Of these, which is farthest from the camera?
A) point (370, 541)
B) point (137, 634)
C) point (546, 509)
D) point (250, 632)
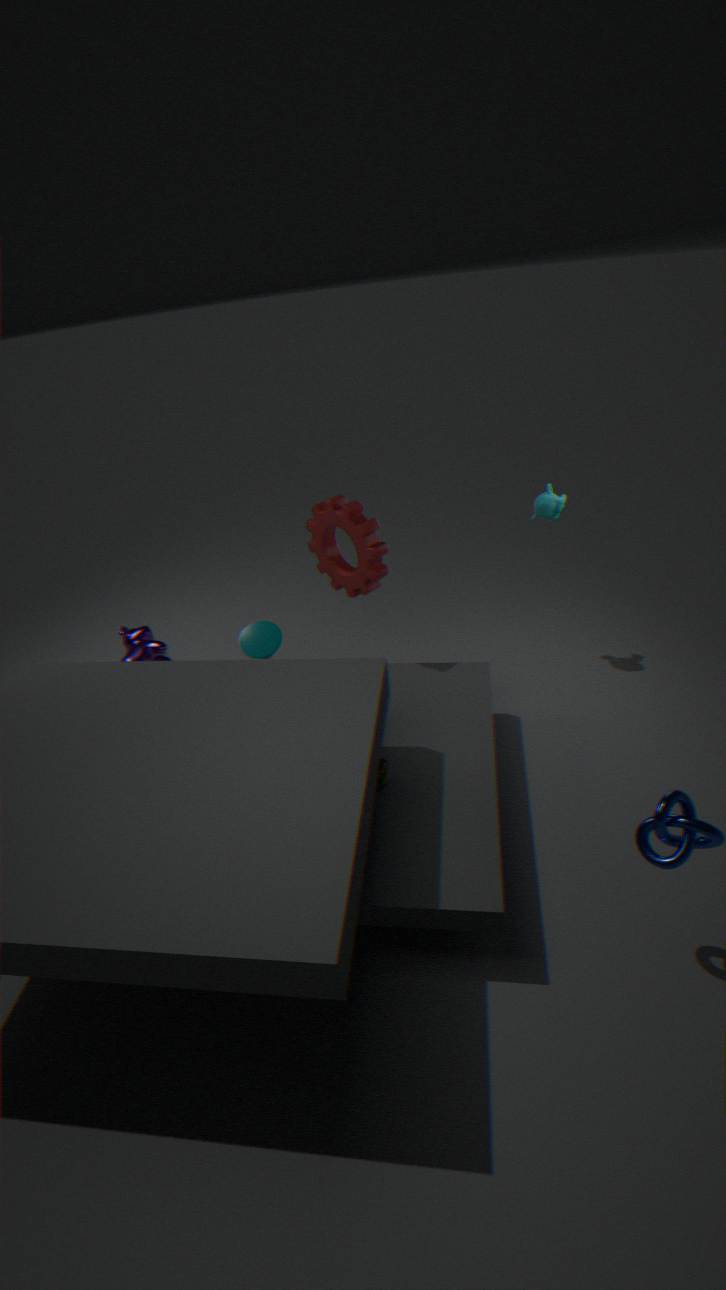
point (137, 634)
